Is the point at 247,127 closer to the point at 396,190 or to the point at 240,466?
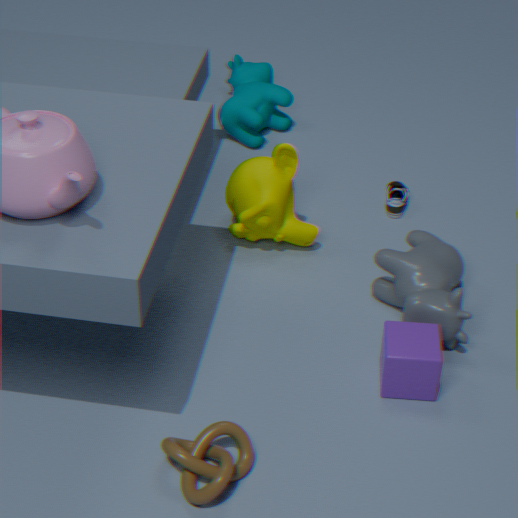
the point at 396,190
